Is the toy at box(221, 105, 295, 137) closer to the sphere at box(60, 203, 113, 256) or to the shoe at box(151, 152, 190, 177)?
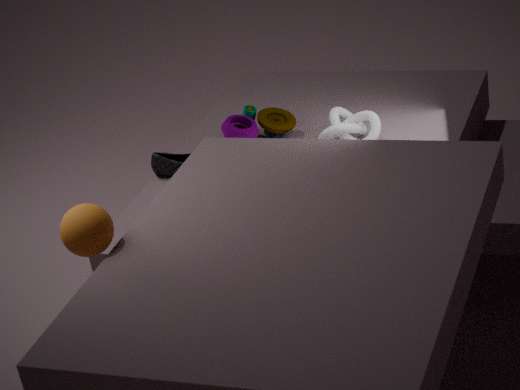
the shoe at box(151, 152, 190, 177)
